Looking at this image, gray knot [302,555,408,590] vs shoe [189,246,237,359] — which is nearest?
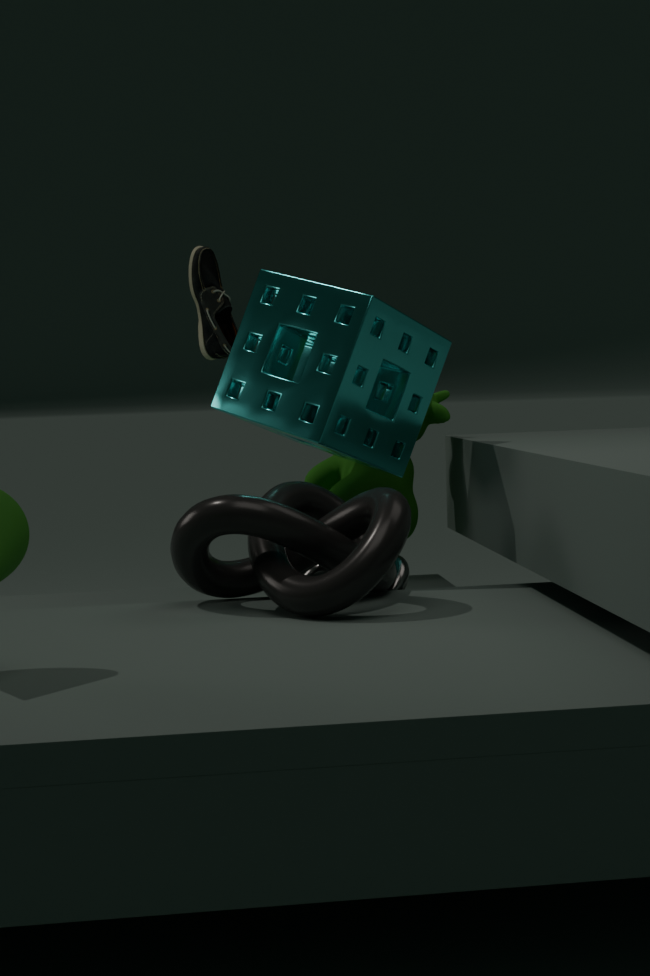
gray knot [302,555,408,590]
